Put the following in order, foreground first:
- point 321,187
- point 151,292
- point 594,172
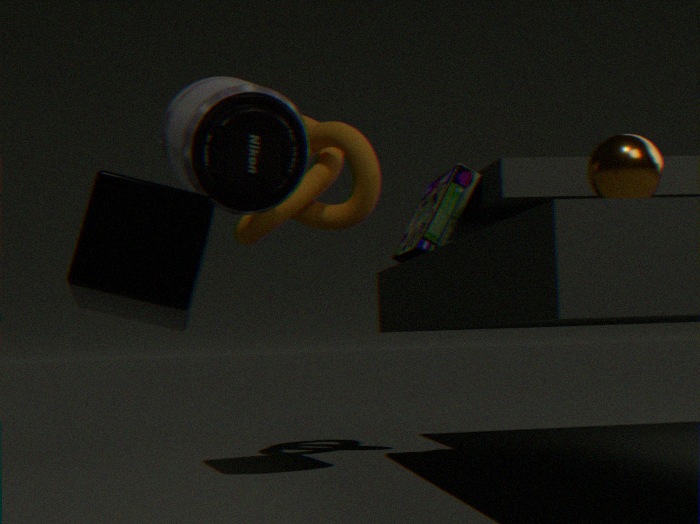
point 151,292
point 594,172
point 321,187
